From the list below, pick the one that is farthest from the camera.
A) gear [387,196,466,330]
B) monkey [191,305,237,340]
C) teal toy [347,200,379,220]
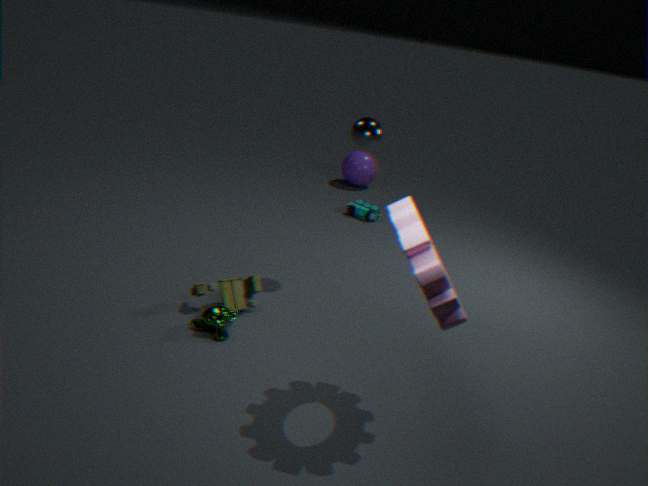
teal toy [347,200,379,220]
